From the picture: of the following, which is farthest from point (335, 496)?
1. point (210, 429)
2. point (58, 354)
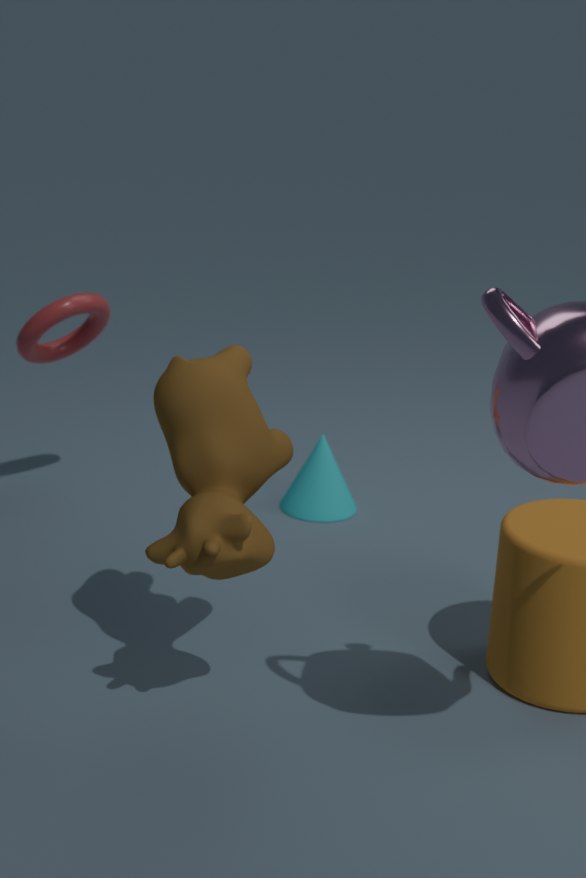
point (210, 429)
